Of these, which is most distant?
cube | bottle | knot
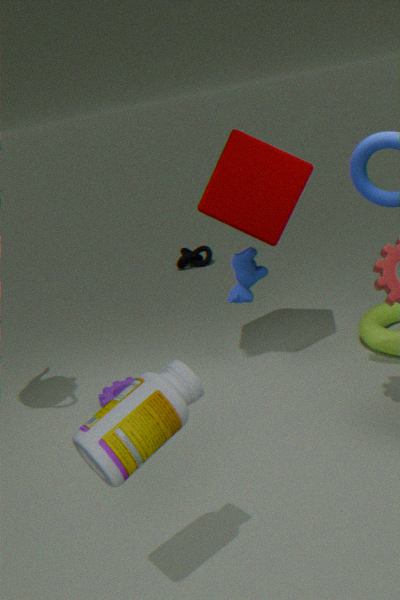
knot
